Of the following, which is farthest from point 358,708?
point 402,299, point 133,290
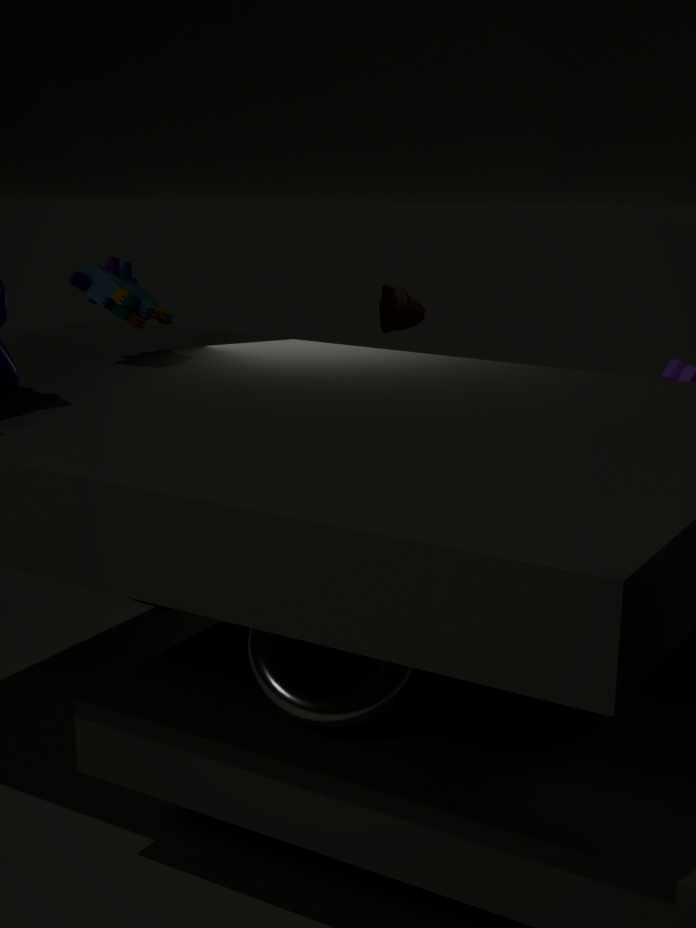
point 402,299
